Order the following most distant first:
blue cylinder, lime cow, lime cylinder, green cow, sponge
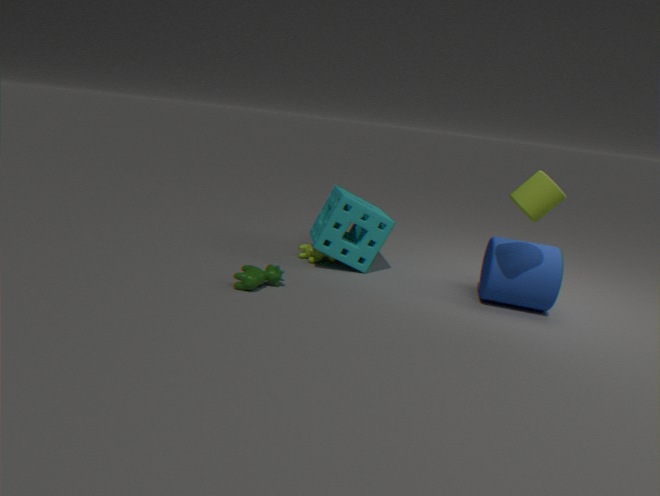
lime cow < sponge < blue cylinder < green cow < lime cylinder
